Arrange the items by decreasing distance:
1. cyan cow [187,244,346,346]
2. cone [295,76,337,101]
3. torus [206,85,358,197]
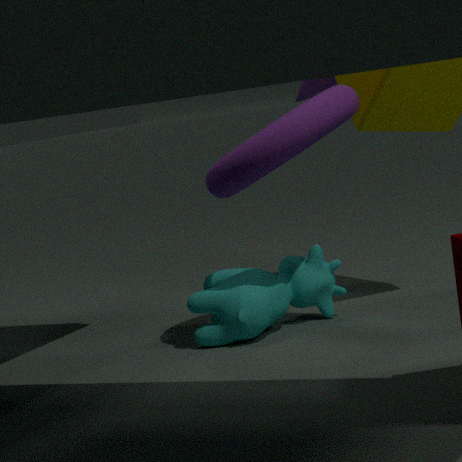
cone [295,76,337,101] → cyan cow [187,244,346,346] → torus [206,85,358,197]
